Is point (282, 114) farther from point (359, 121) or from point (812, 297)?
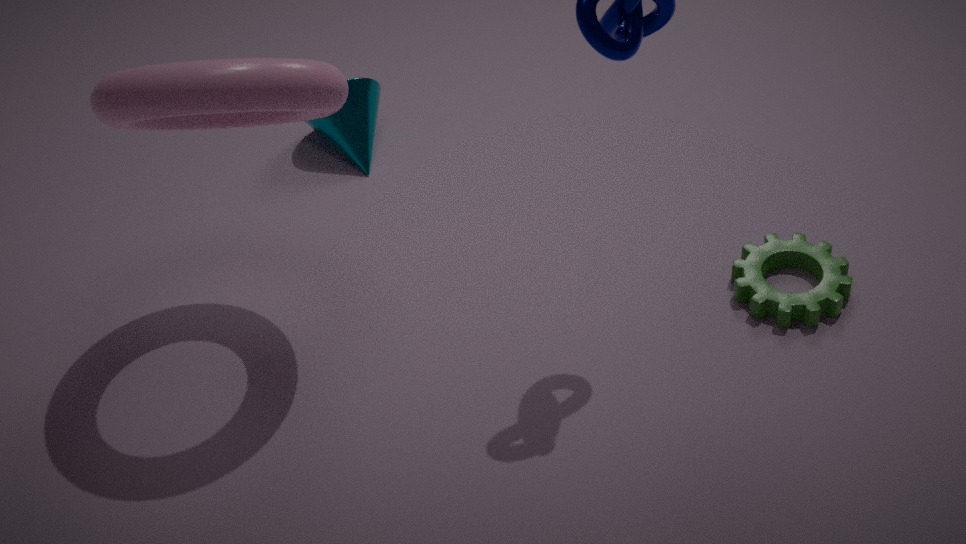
point (812, 297)
